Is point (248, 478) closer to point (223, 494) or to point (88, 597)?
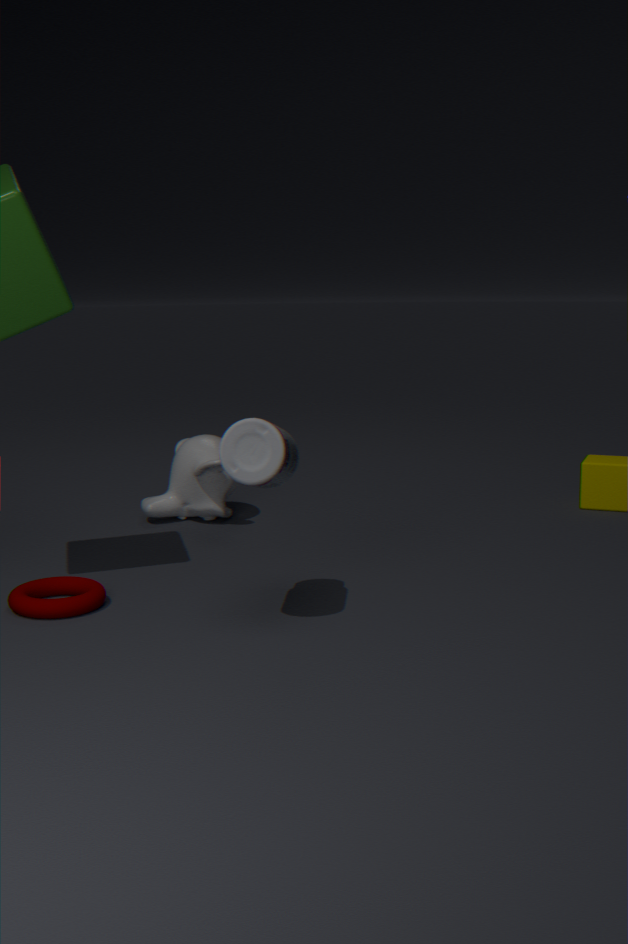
point (88, 597)
